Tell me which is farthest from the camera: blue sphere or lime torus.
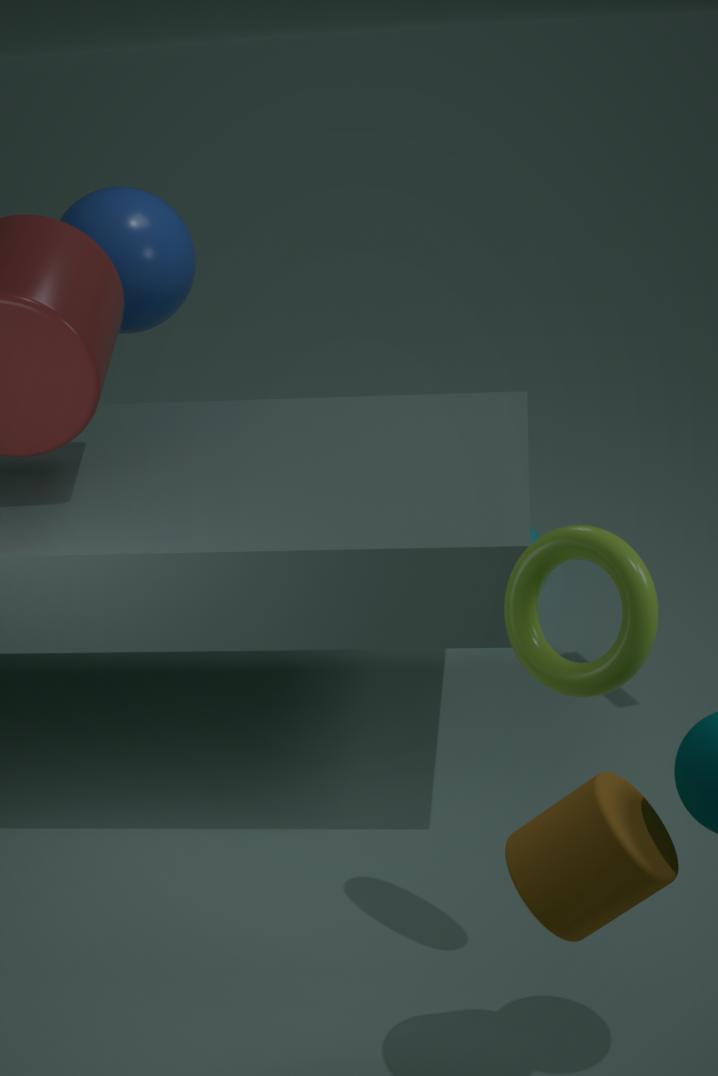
blue sphere
